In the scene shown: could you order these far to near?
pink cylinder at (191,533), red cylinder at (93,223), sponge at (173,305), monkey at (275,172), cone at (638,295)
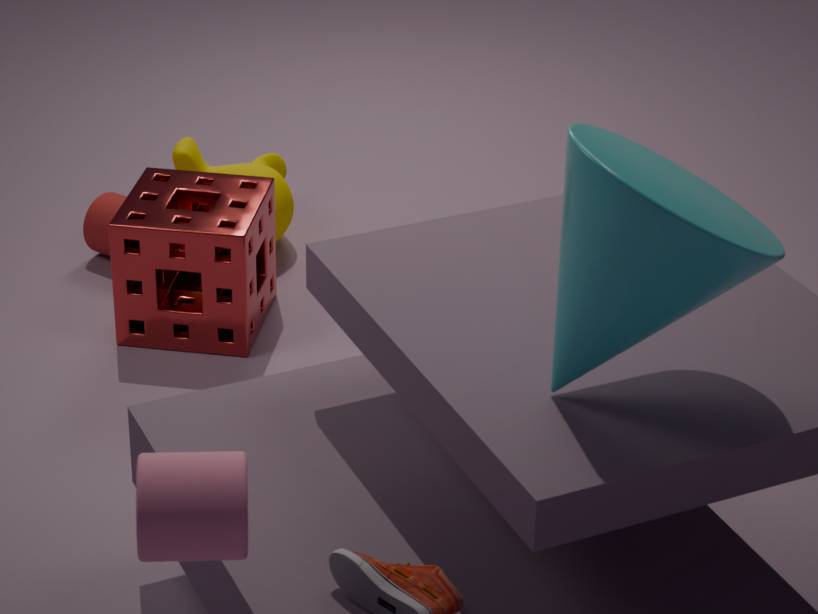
monkey at (275,172), red cylinder at (93,223), sponge at (173,305), cone at (638,295), pink cylinder at (191,533)
